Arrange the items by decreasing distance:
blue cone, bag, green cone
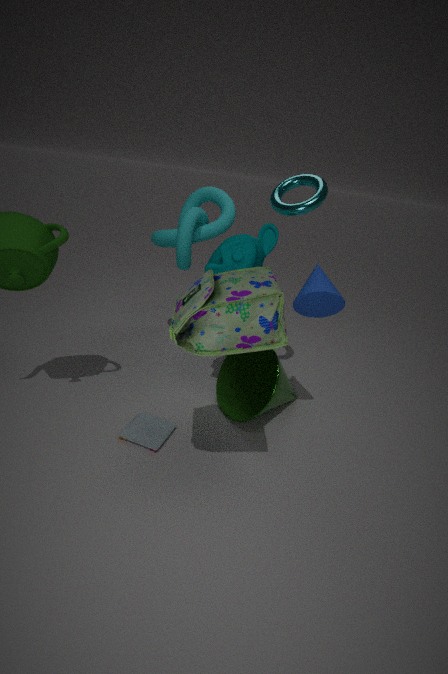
green cone → blue cone → bag
